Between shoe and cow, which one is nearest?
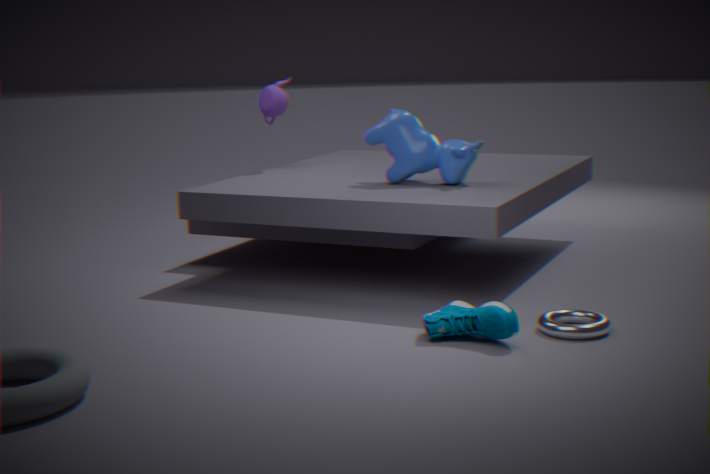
shoe
